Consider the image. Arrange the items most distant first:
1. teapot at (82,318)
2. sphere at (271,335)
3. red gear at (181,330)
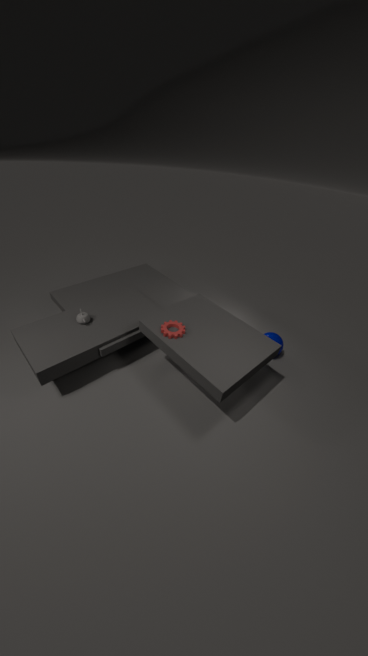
1. sphere at (271,335)
2. teapot at (82,318)
3. red gear at (181,330)
